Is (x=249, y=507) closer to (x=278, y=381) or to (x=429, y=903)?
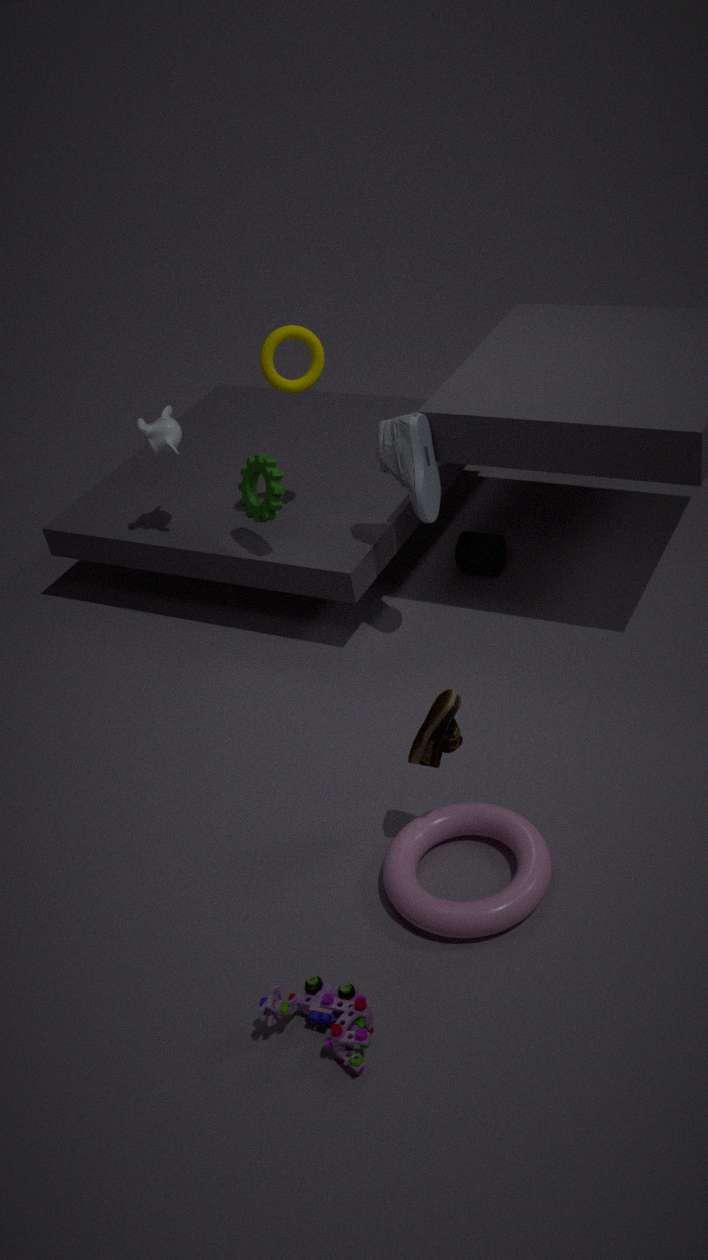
(x=278, y=381)
